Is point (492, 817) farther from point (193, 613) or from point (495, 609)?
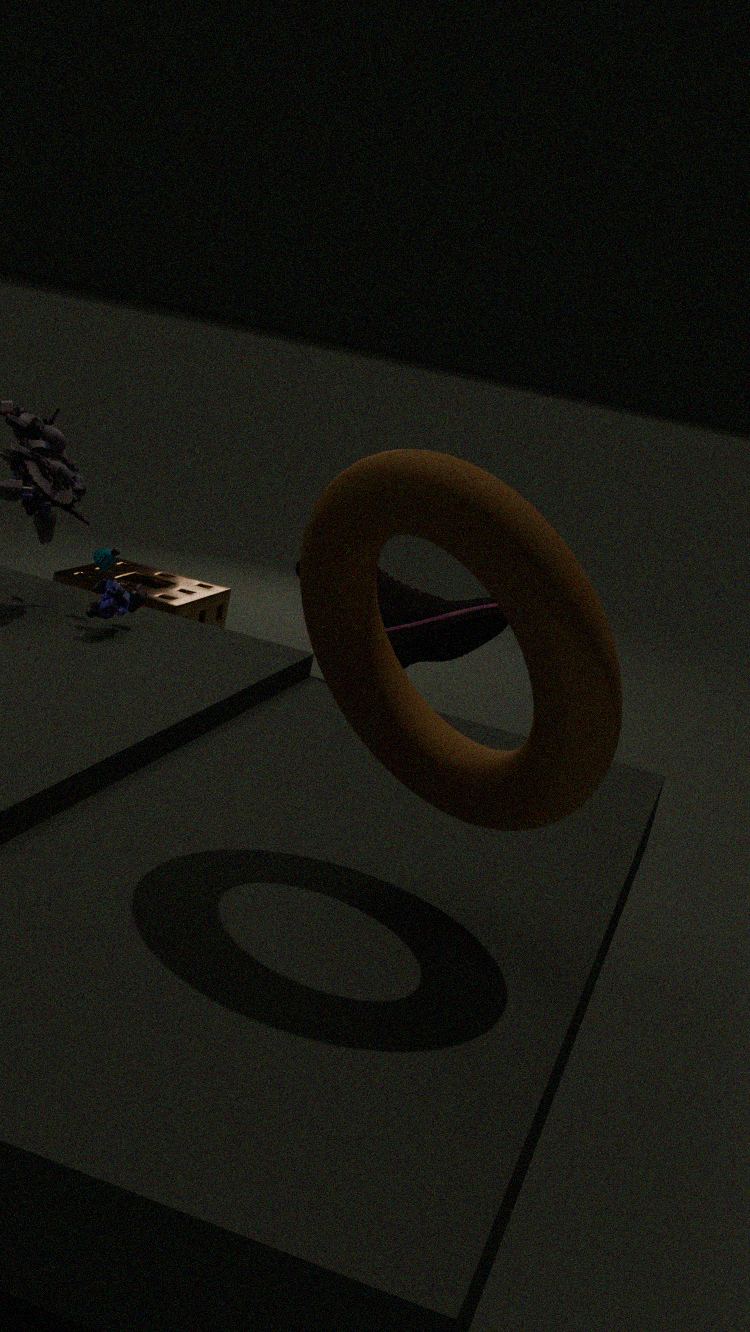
point (193, 613)
